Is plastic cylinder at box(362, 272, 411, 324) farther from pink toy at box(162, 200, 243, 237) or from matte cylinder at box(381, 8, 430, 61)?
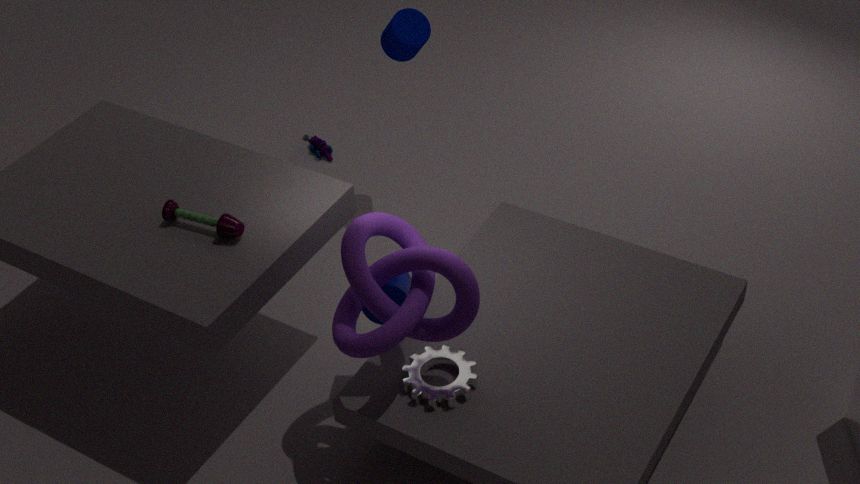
matte cylinder at box(381, 8, 430, 61)
